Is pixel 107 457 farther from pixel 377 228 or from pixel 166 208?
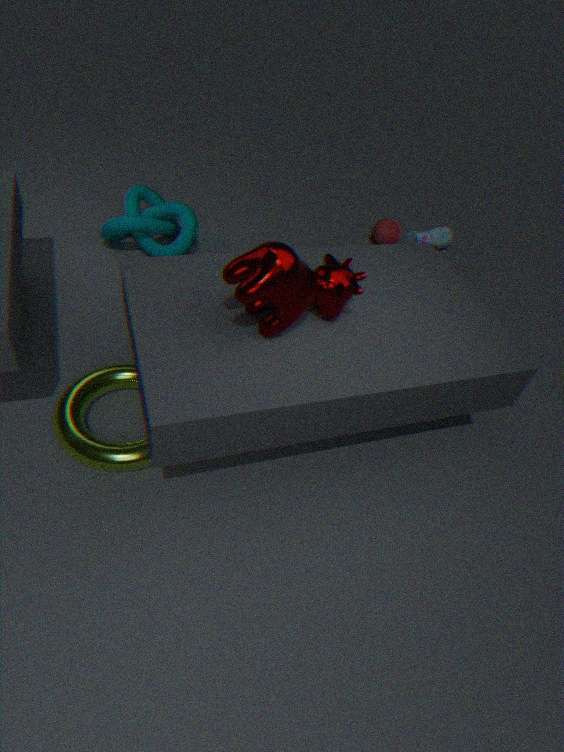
pixel 377 228
